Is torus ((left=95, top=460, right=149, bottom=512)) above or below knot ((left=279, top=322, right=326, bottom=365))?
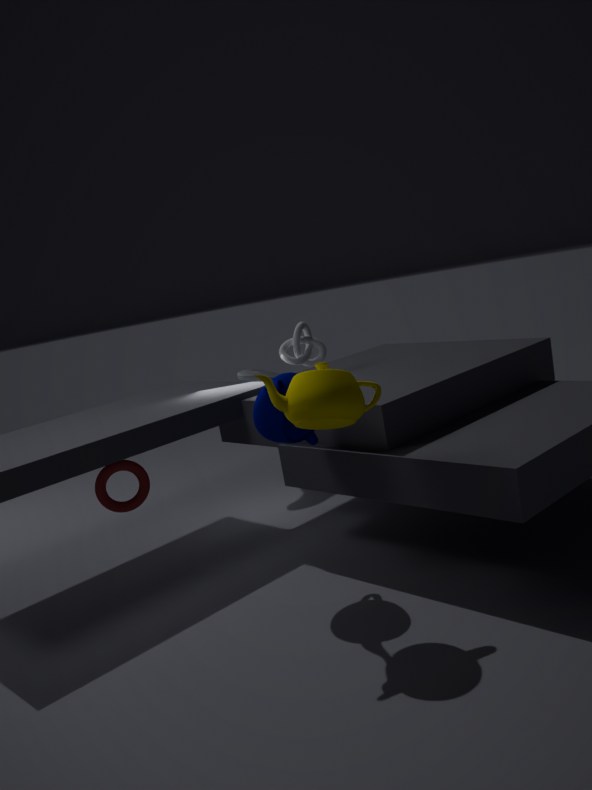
below
